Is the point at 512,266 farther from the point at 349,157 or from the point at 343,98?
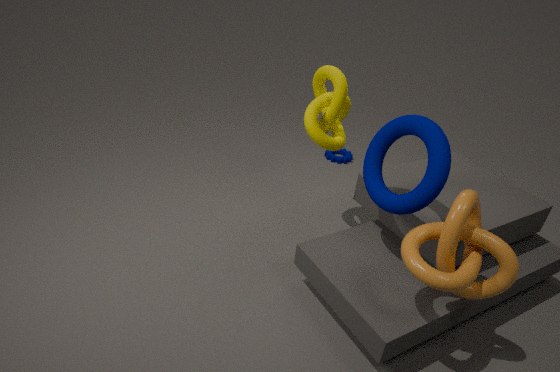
the point at 349,157
